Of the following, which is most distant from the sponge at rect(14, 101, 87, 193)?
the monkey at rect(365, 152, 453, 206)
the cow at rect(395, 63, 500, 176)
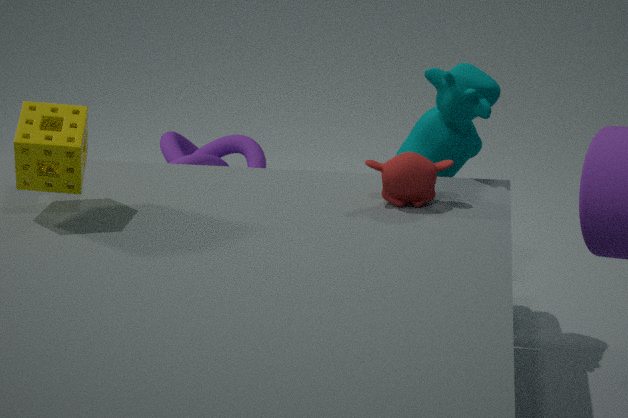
the cow at rect(395, 63, 500, 176)
